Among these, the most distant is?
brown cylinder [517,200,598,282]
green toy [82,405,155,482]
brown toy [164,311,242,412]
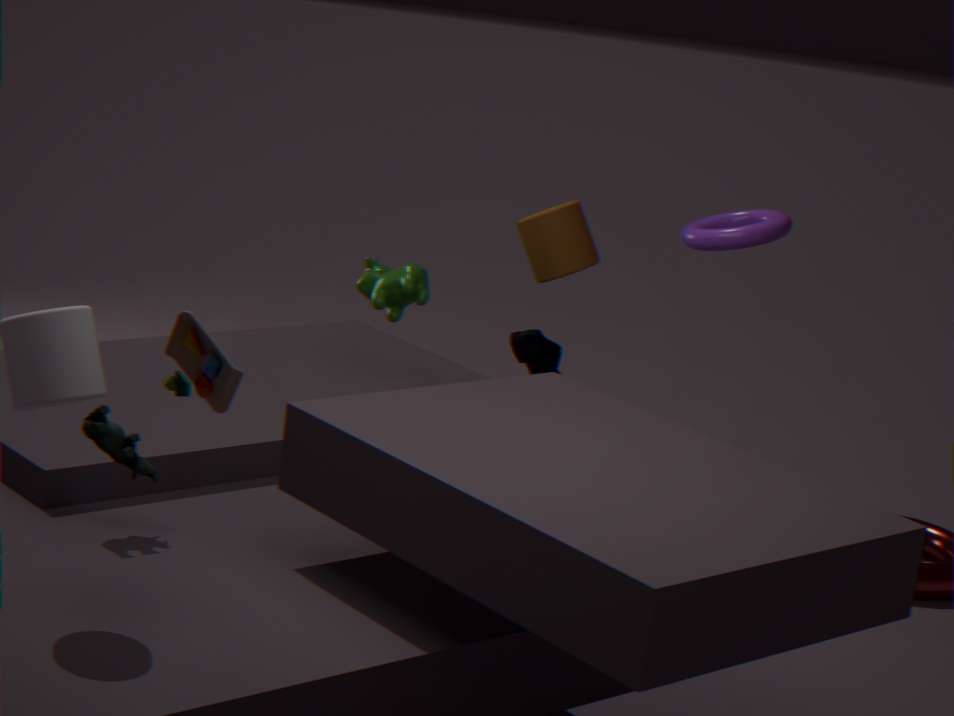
brown cylinder [517,200,598,282]
